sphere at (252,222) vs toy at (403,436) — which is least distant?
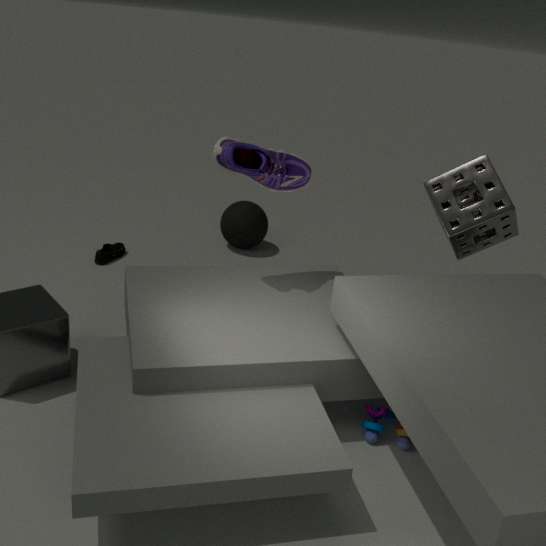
toy at (403,436)
